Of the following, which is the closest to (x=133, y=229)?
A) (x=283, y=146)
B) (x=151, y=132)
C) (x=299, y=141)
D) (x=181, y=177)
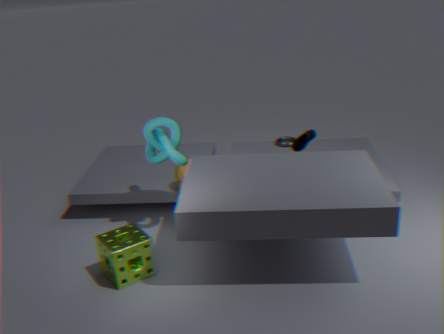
(x=151, y=132)
